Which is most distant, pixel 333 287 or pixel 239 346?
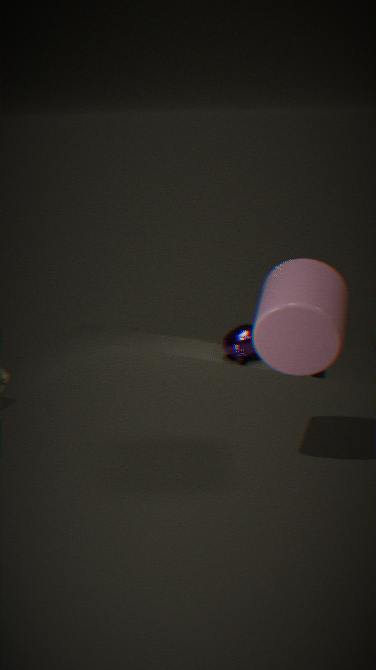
pixel 239 346
